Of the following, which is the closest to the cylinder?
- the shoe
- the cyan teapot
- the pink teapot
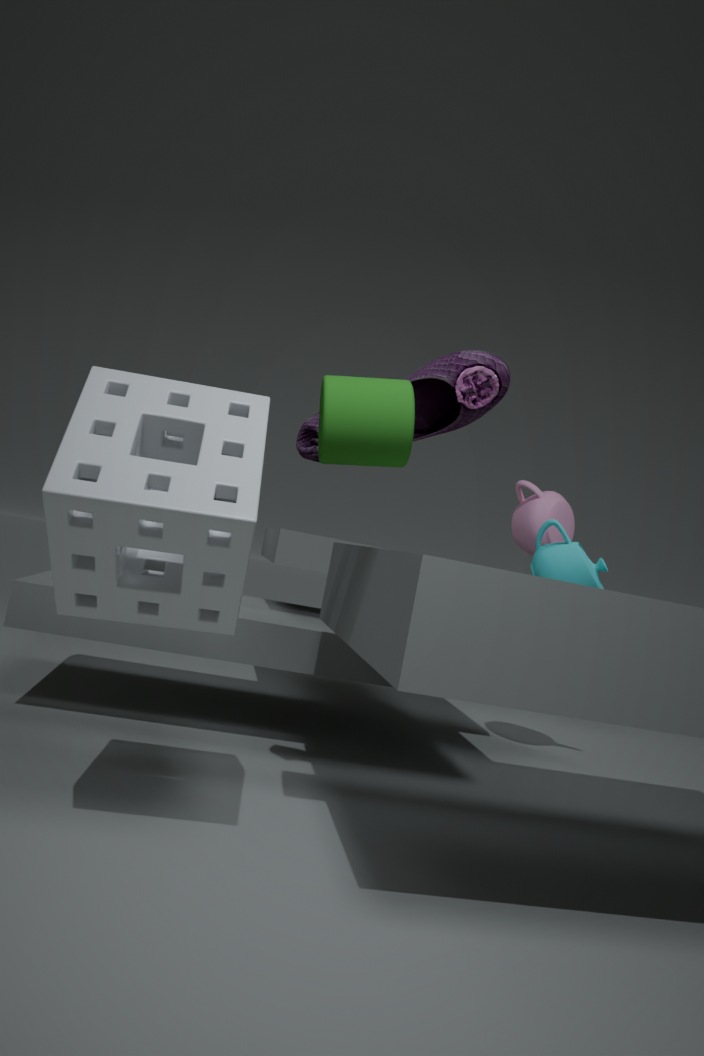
the shoe
